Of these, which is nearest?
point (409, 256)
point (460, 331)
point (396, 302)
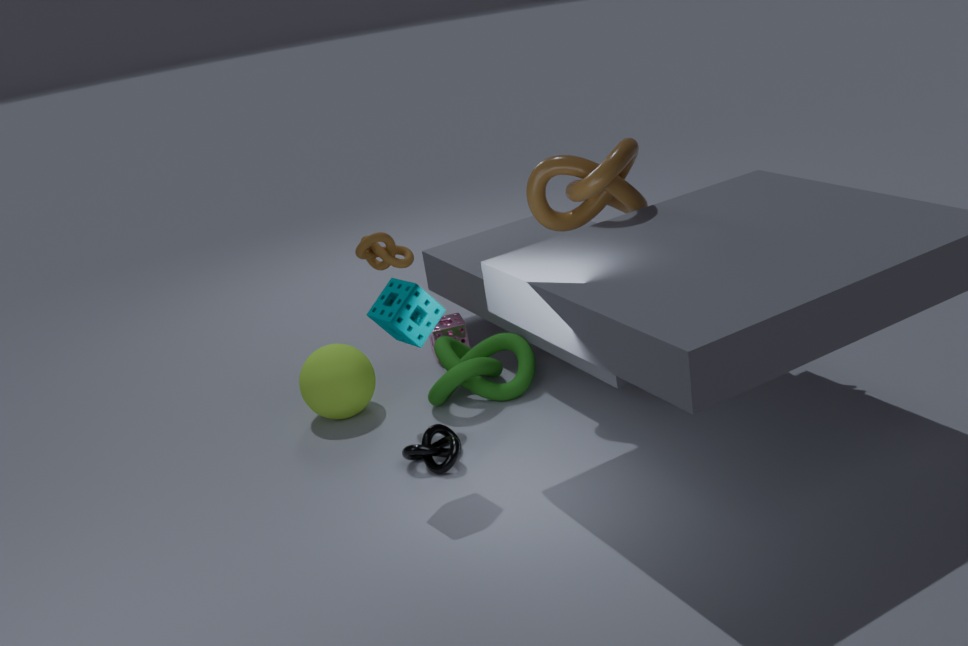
point (396, 302)
